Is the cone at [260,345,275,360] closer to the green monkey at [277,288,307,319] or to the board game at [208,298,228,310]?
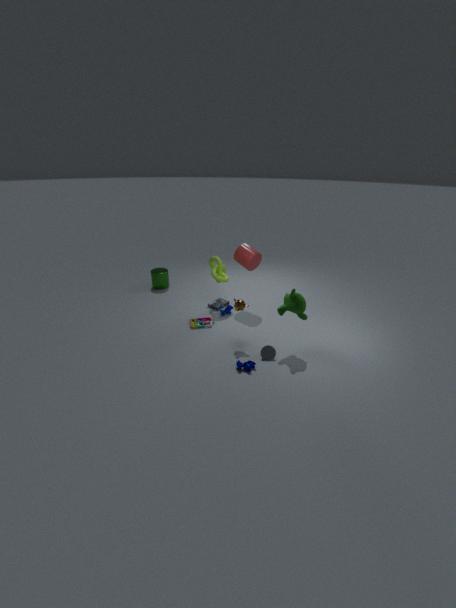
the green monkey at [277,288,307,319]
